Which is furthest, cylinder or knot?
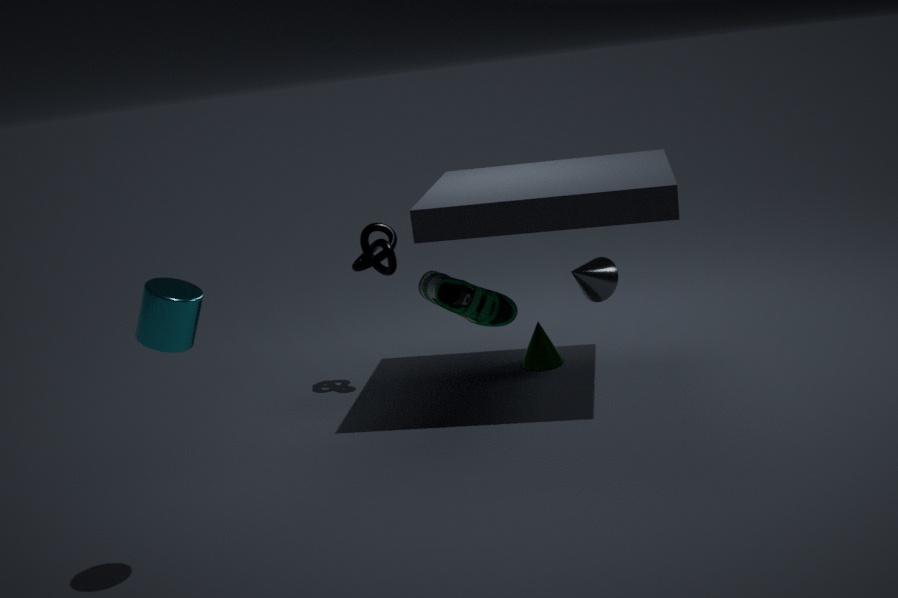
knot
